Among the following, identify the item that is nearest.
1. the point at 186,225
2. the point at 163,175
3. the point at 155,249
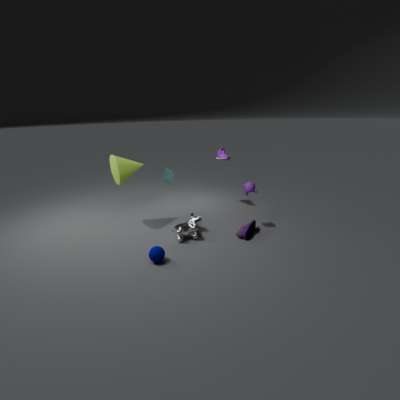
the point at 155,249
